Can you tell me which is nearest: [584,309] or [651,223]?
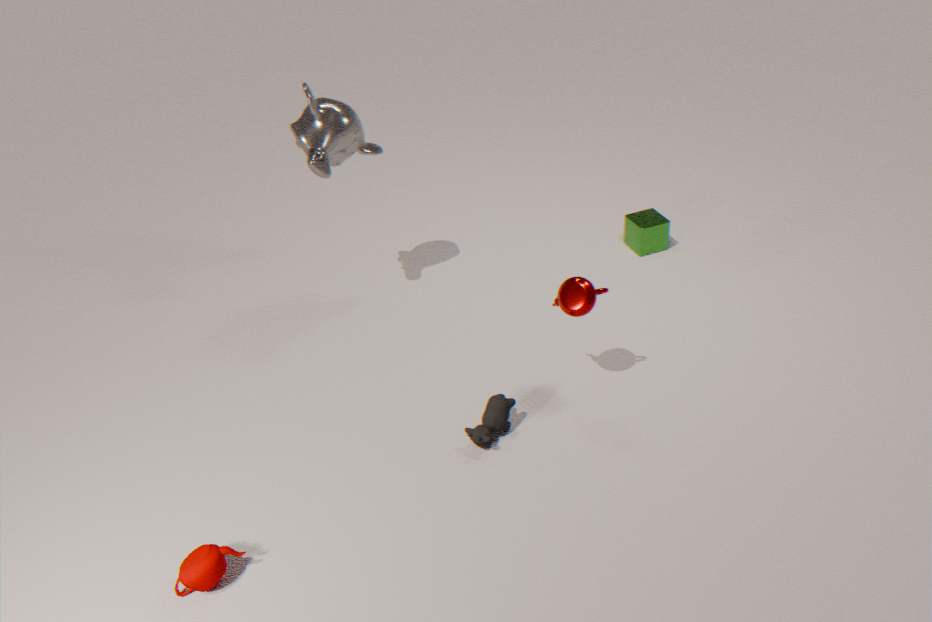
[584,309]
